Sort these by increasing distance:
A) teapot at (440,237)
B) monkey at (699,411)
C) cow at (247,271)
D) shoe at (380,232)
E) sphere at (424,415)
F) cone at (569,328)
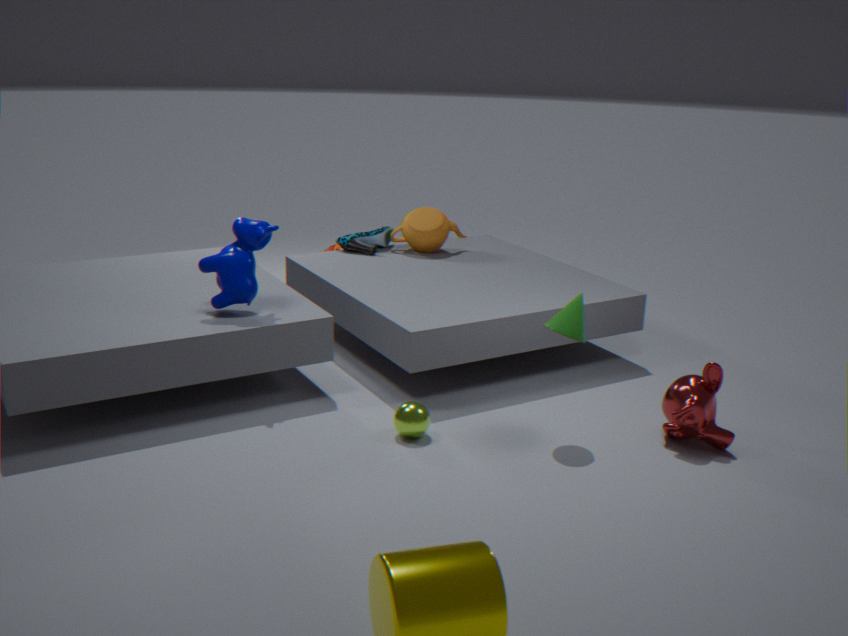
cone at (569,328) < monkey at (699,411) < sphere at (424,415) < cow at (247,271) < teapot at (440,237) < shoe at (380,232)
